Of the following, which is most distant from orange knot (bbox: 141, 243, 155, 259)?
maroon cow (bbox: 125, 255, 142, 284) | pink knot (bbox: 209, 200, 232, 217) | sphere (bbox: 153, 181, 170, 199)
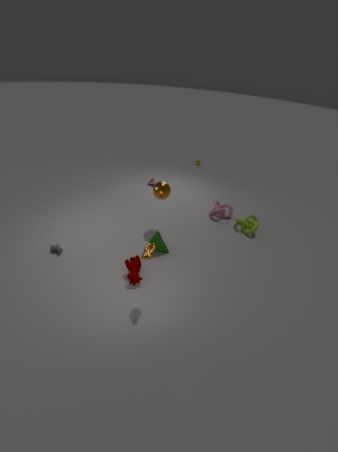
pink knot (bbox: 209, 200, 232, 217)
